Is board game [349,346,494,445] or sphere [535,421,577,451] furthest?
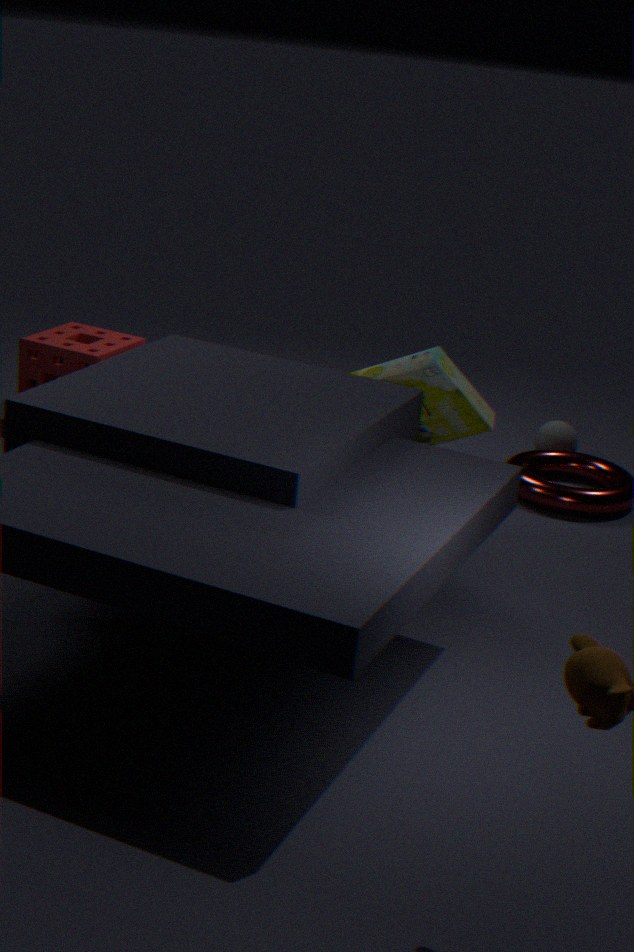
sphere [535,421,577,451]
